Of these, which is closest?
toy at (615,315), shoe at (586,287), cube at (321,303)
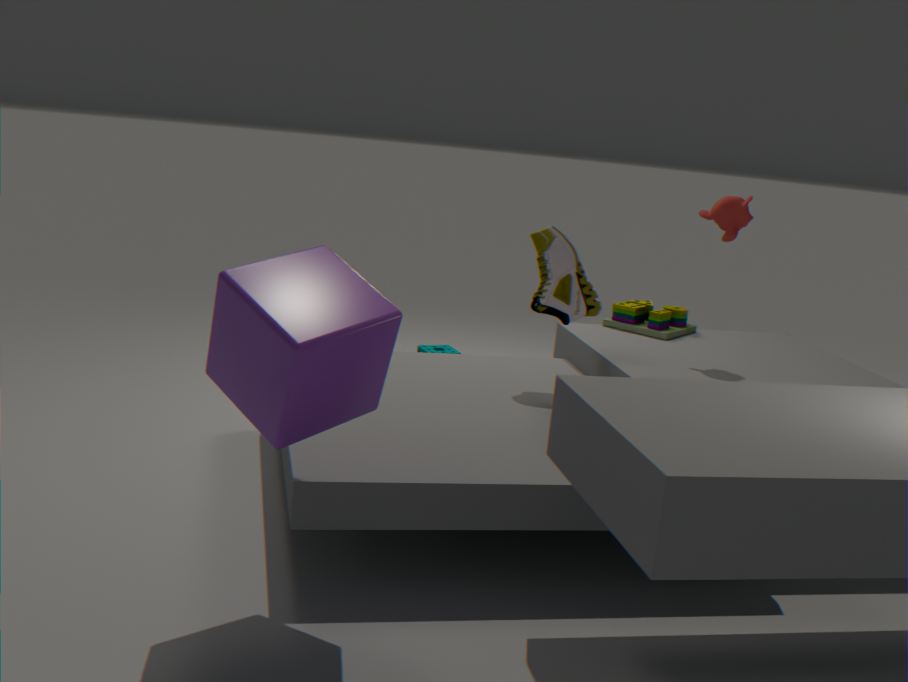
cube at (321,303)
